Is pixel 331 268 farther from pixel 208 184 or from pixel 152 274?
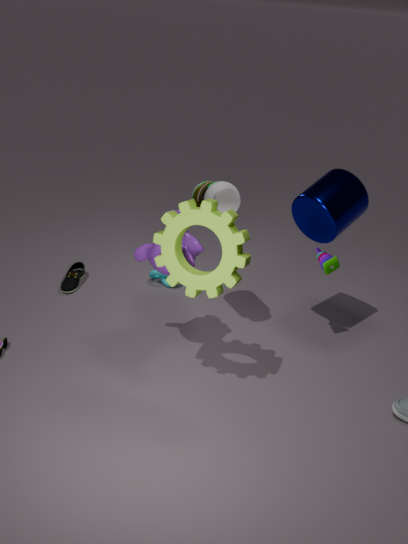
pixel 152 274
